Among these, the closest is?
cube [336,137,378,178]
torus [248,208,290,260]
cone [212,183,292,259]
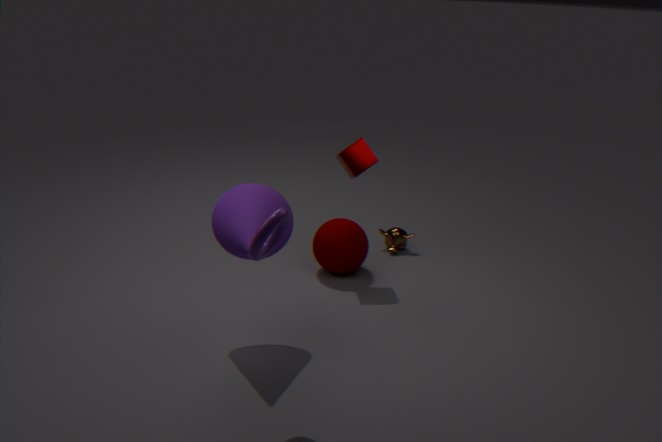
torus [248,208,290,260]
